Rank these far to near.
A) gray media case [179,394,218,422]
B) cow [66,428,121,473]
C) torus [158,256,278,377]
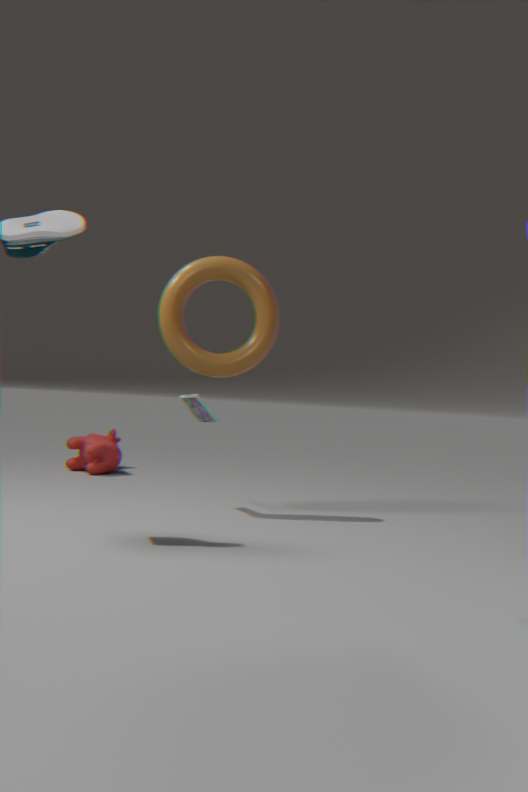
cow [66,428,121,473]
gray media case [179,394,218,422]
torus [158,256,278,377]
